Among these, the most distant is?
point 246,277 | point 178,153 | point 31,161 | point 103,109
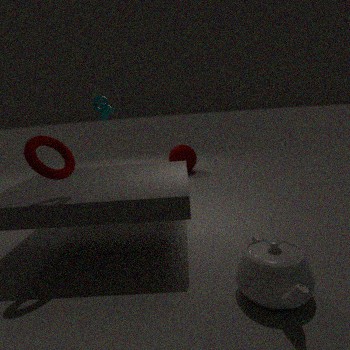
point 178,153
